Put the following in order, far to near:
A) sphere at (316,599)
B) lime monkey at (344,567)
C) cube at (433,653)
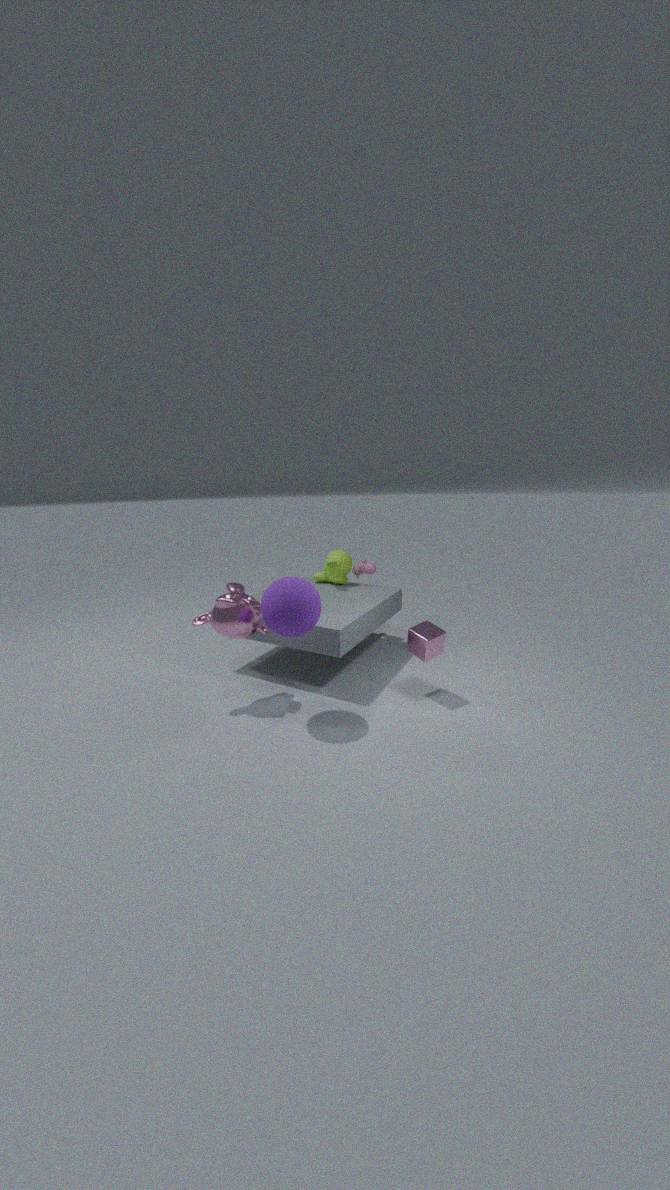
lime monkey at (344,567) → cube at (433,653) → sphere at (316,599)
